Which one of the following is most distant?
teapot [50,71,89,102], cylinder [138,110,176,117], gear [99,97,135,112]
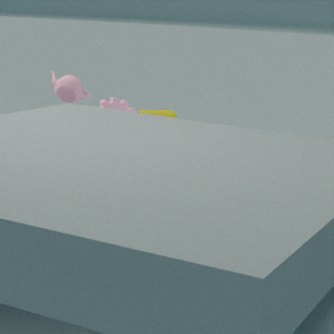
cylinder [138,110,176,117]
